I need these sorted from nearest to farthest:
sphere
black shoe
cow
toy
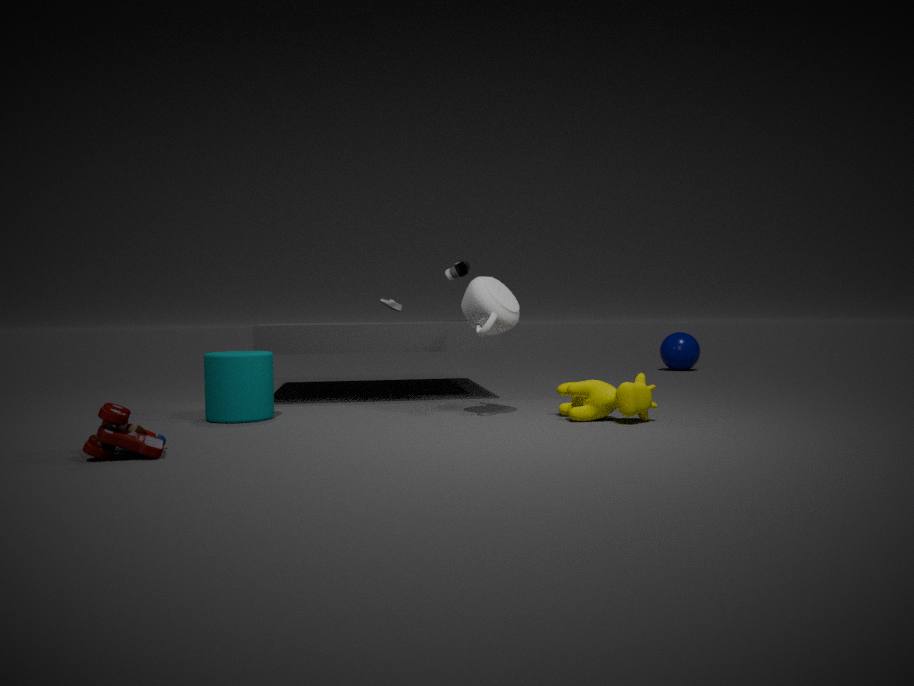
toy < cow < black shoe < sphere
